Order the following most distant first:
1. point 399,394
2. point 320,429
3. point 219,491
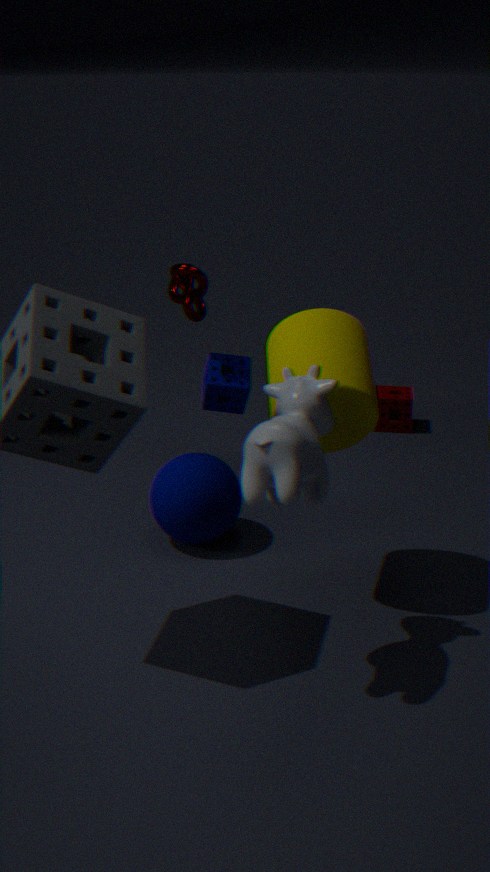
point 399,394
point 219,491
point 320,429
